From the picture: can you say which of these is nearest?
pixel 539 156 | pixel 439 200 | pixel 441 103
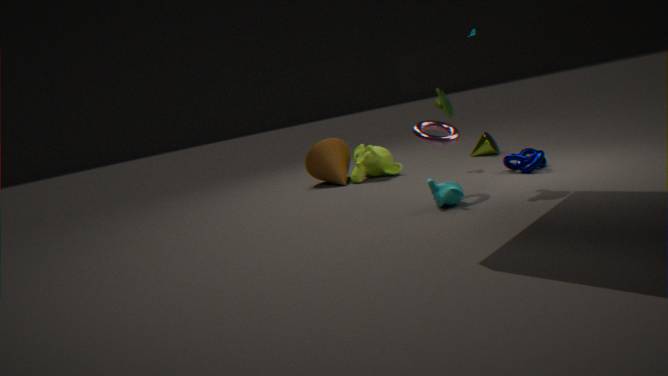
pixel 439 200
